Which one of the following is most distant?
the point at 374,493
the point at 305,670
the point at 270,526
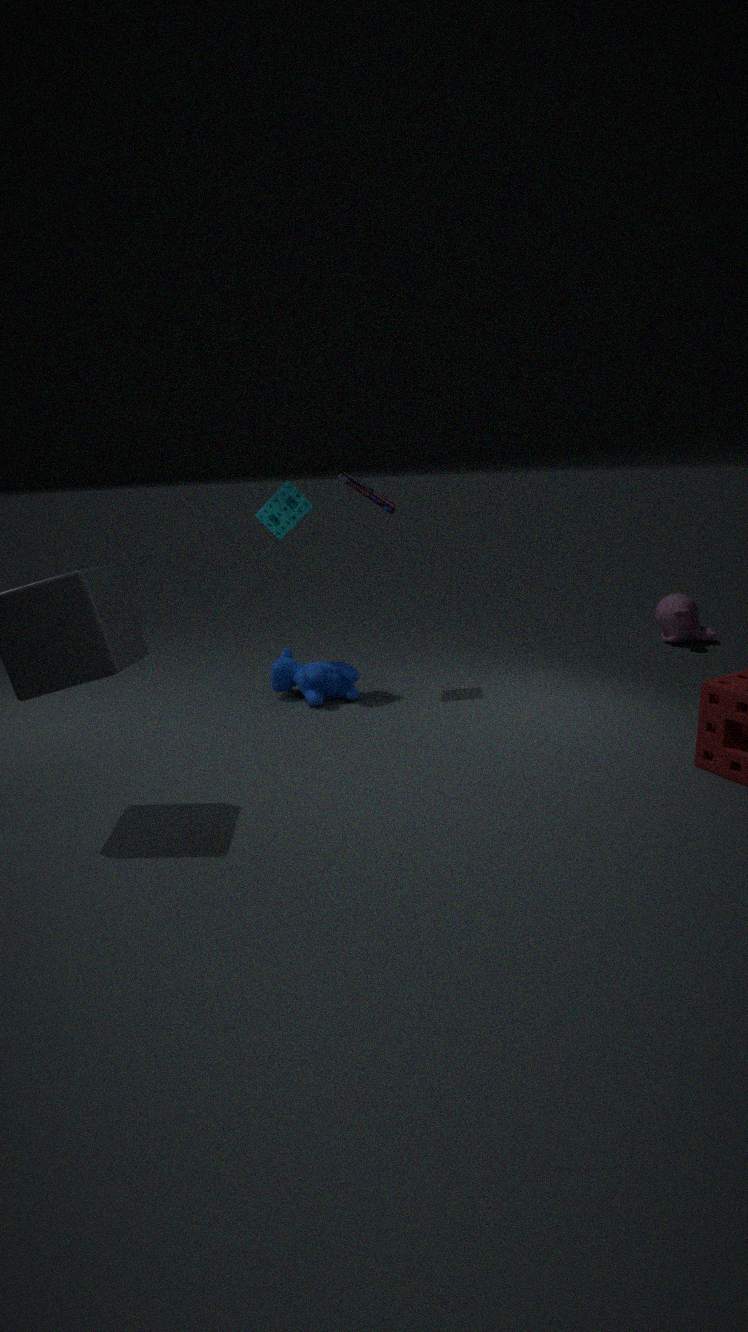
the point at 305,670
